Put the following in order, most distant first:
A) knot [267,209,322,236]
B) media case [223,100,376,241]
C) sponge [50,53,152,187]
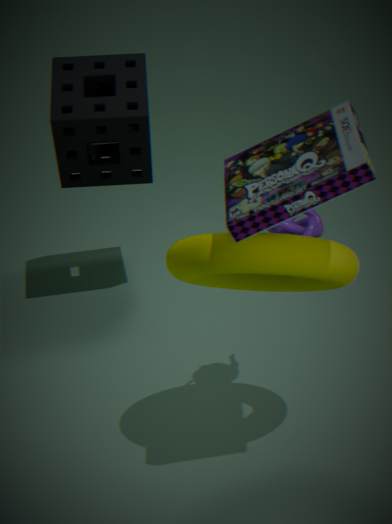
knot [267,209,322,236] < sponge [50,53,152,187] < media case [223,100,376,241]
